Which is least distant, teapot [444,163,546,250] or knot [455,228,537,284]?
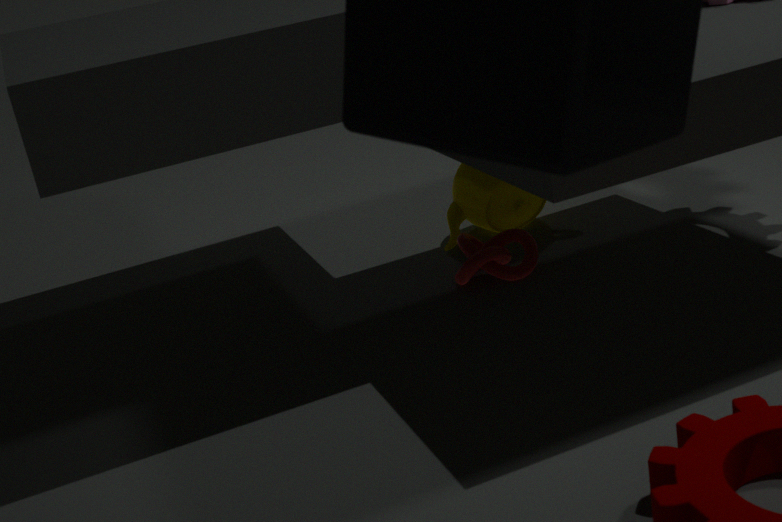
knot [455,228,537,284]
